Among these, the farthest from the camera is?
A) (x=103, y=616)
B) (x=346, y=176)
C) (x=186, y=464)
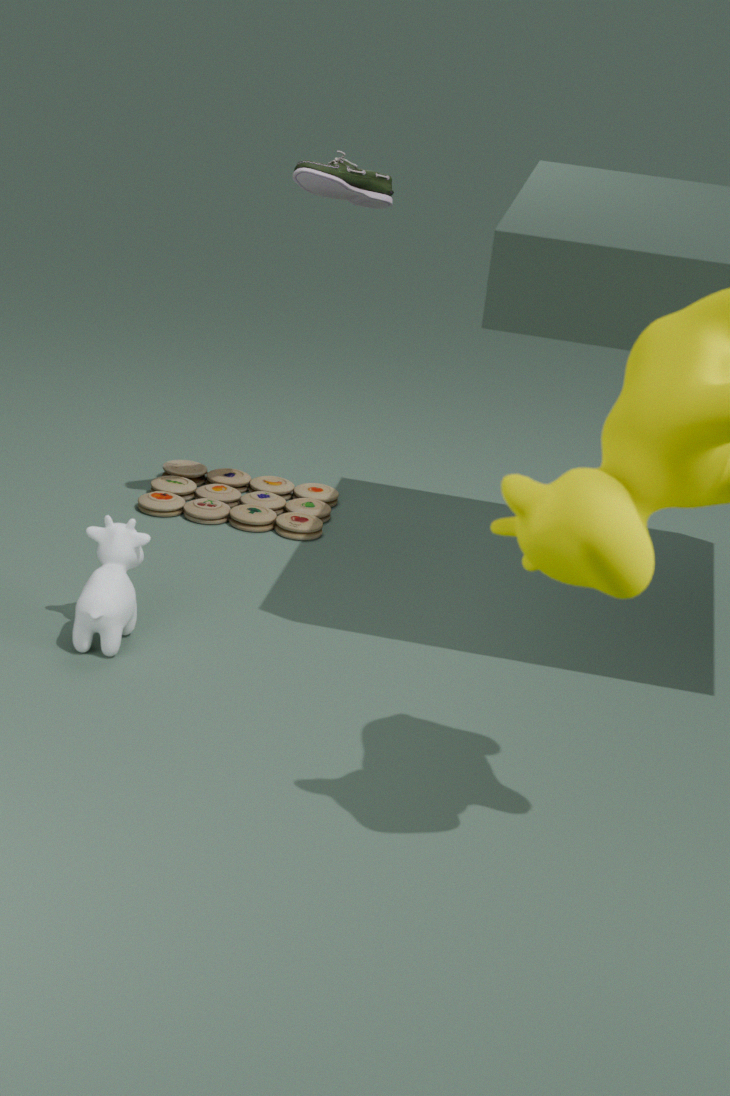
(x=186, y=464)
